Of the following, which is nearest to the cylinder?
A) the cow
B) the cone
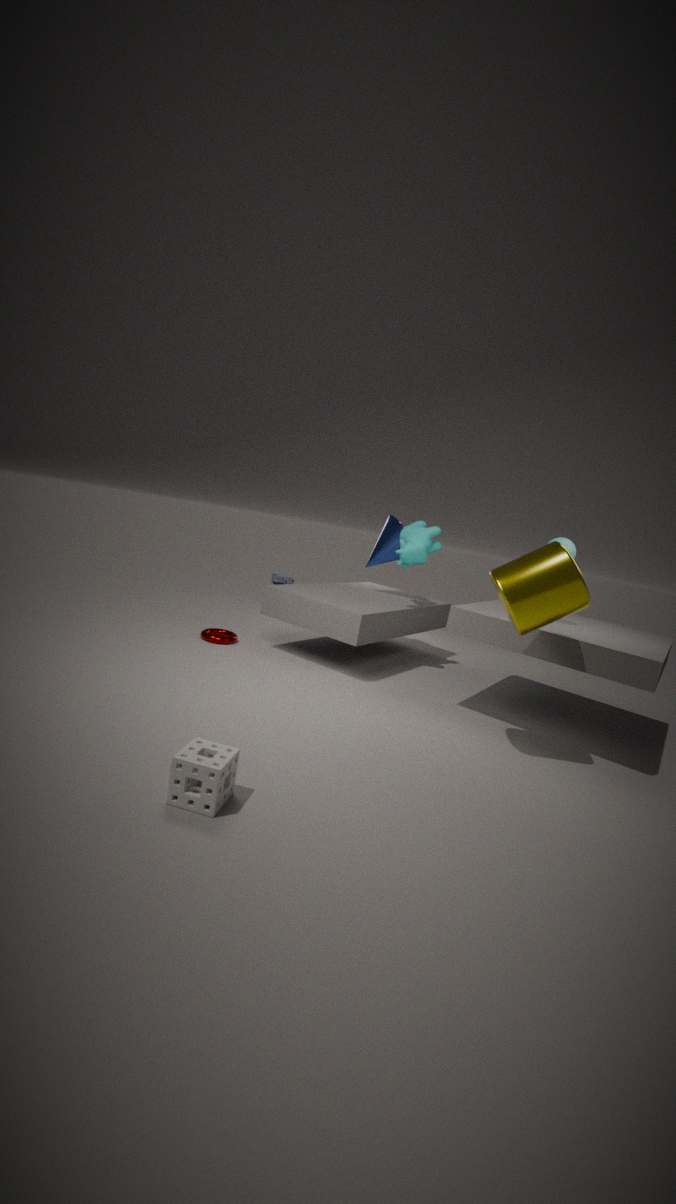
the cow
